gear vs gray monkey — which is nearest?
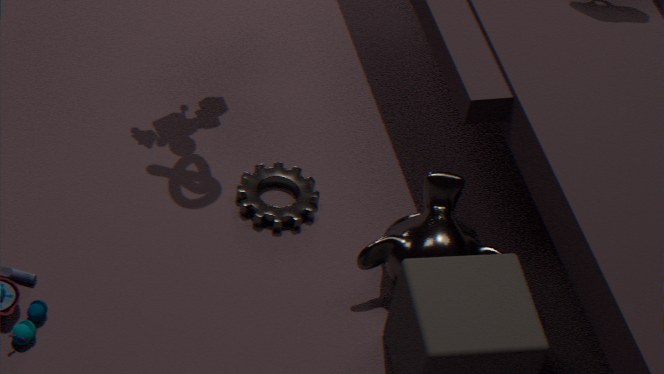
gray monkey
